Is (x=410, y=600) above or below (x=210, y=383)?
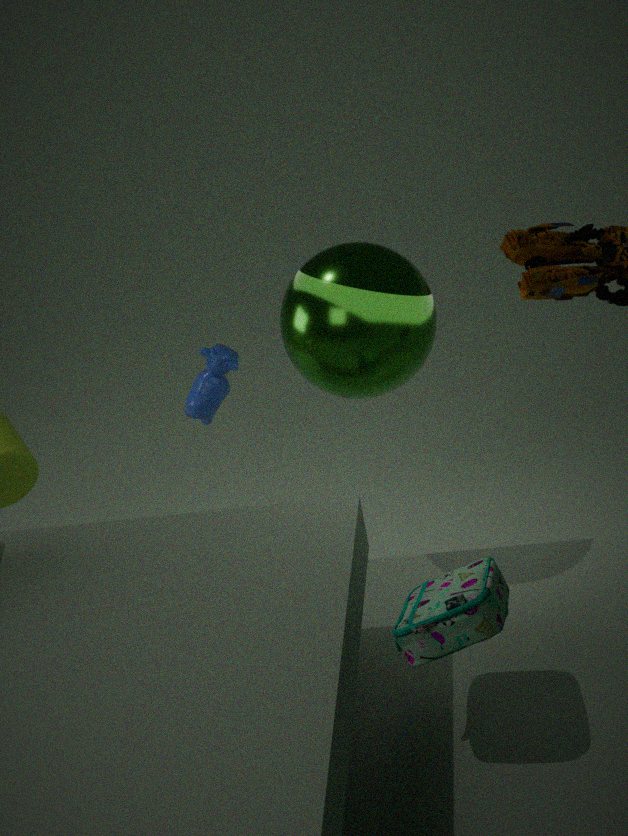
above
